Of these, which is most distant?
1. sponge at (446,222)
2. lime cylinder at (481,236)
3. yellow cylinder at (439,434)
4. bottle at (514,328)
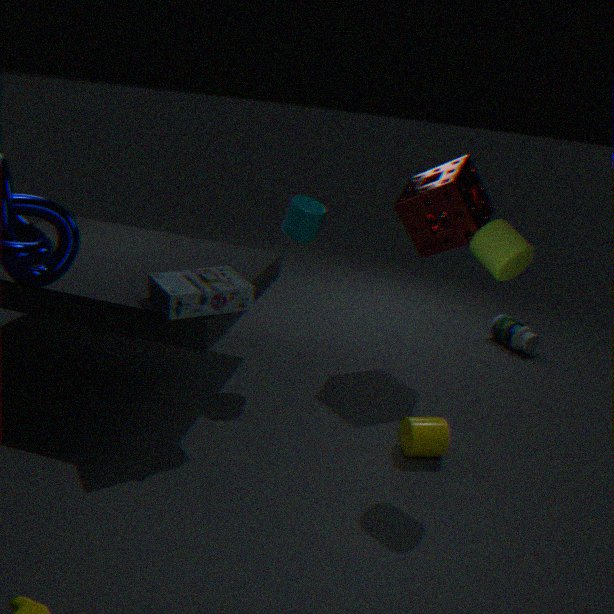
bottle at (514,328)
